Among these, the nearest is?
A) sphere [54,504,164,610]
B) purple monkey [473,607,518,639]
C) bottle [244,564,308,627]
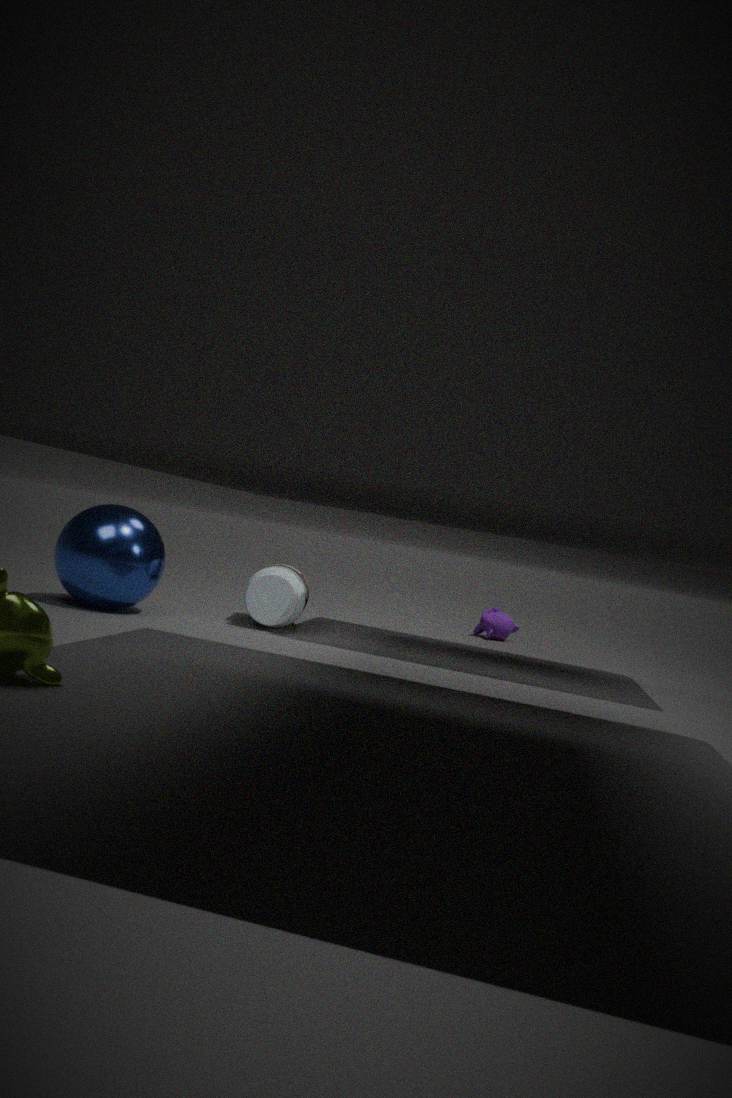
sphere [54,504,164,610]
